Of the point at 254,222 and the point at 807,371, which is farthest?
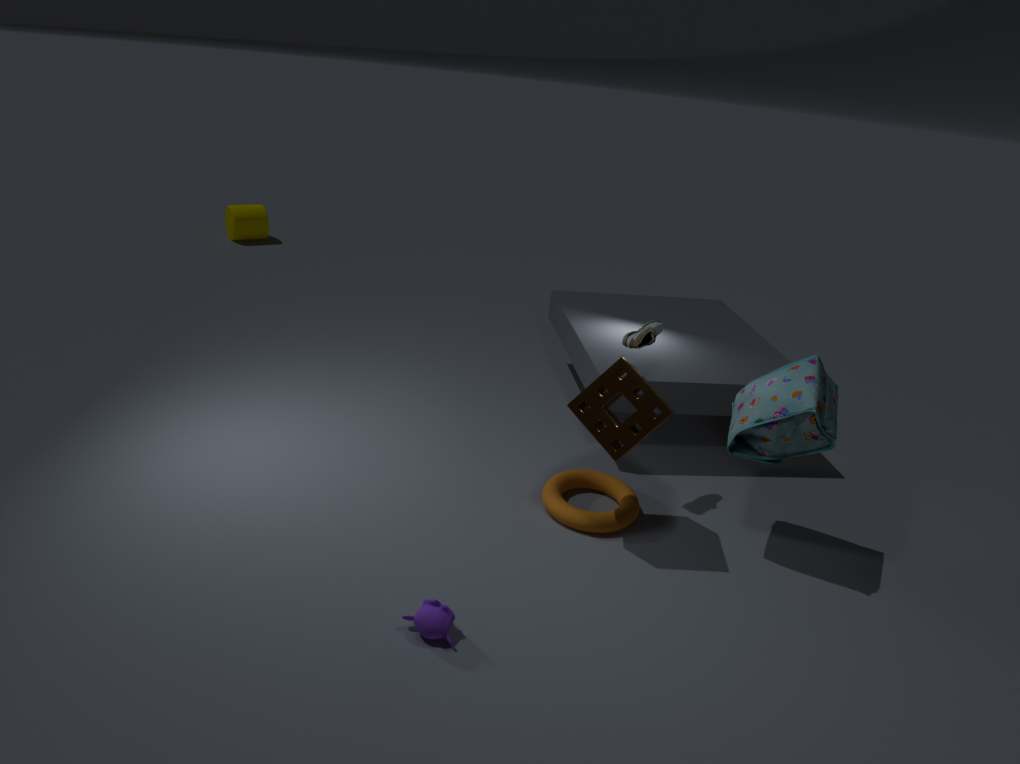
the point at 254,222
